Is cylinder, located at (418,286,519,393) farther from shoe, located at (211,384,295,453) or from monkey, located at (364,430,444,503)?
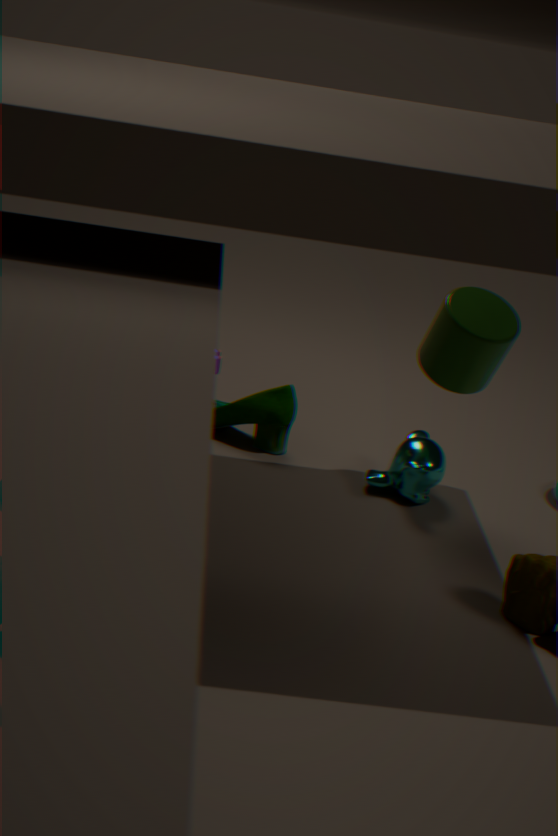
shoe, located at (211,384,295,453)
